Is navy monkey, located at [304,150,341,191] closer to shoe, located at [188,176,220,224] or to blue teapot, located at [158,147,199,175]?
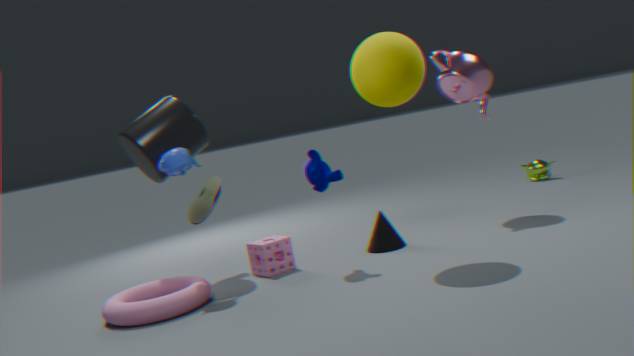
blue teapot, located at [158,147,199,175]
